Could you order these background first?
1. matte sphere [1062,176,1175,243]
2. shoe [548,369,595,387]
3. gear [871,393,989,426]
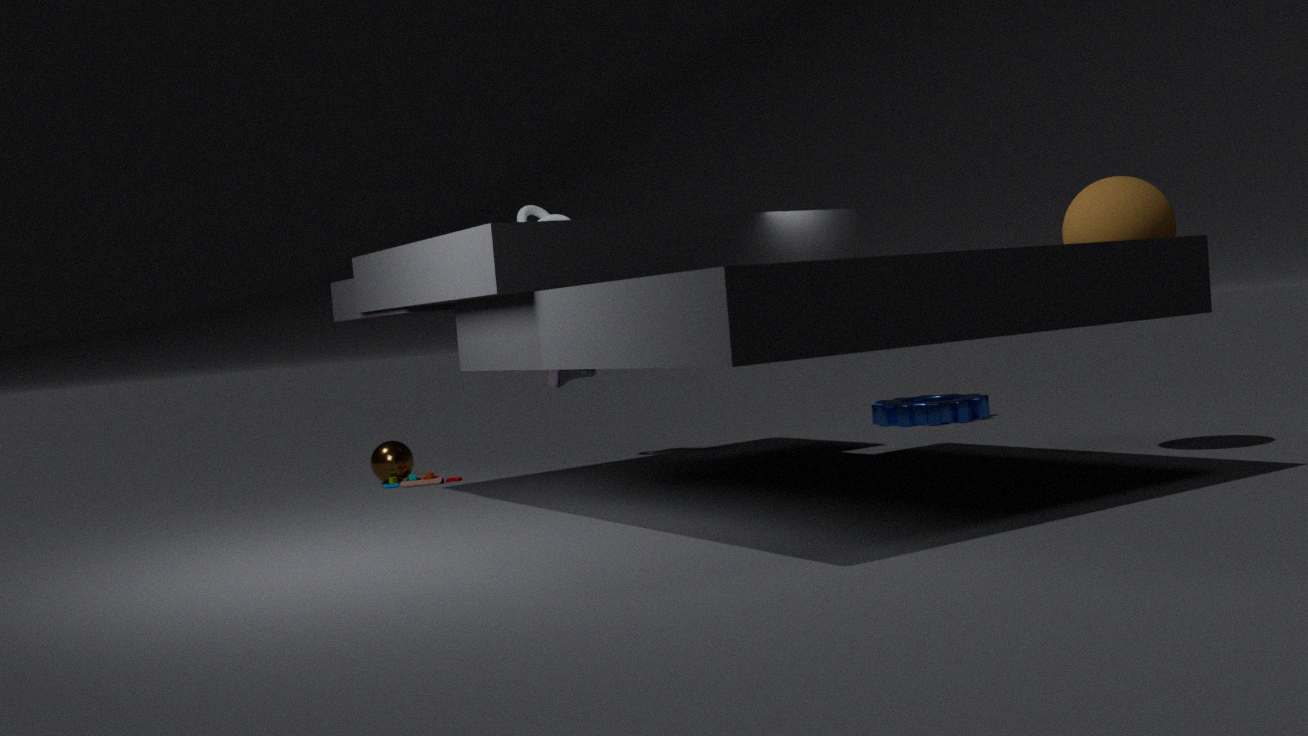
gear [871,393,989,426], shoe [548,369,595,387], matte sphere [1062,176,1175,243]
